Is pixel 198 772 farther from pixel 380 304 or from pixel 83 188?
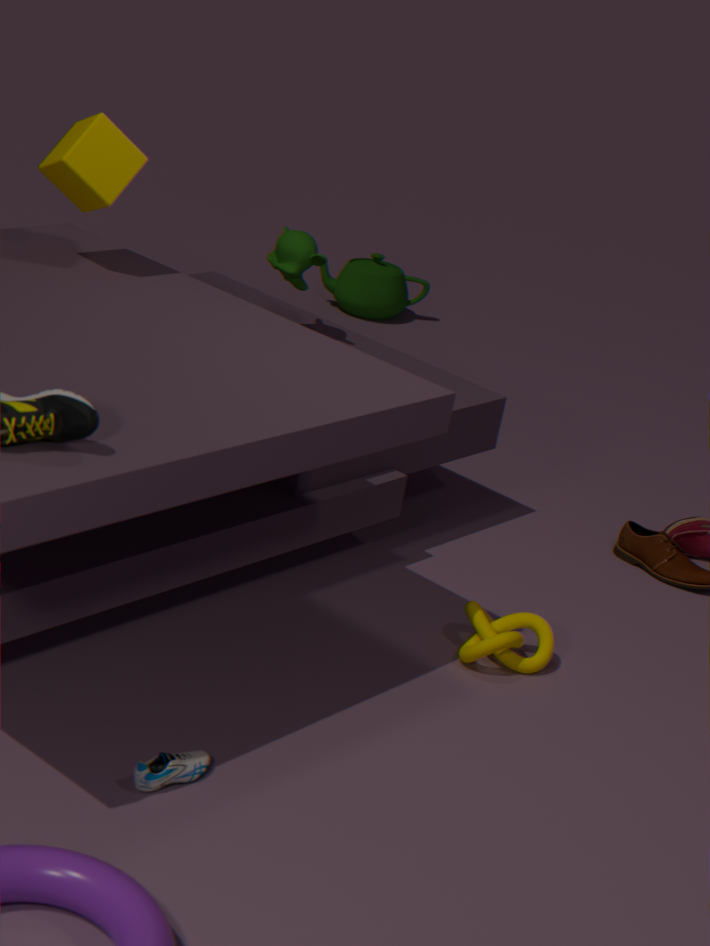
pixel 380 304
